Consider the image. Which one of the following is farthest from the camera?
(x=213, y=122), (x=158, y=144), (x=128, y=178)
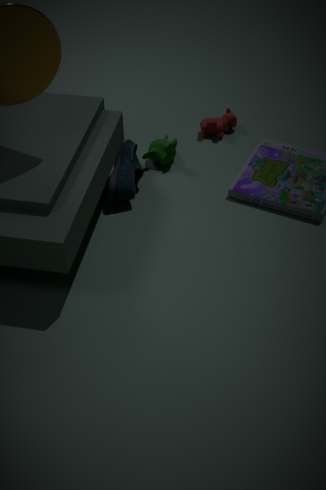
(x=213, y=122)
